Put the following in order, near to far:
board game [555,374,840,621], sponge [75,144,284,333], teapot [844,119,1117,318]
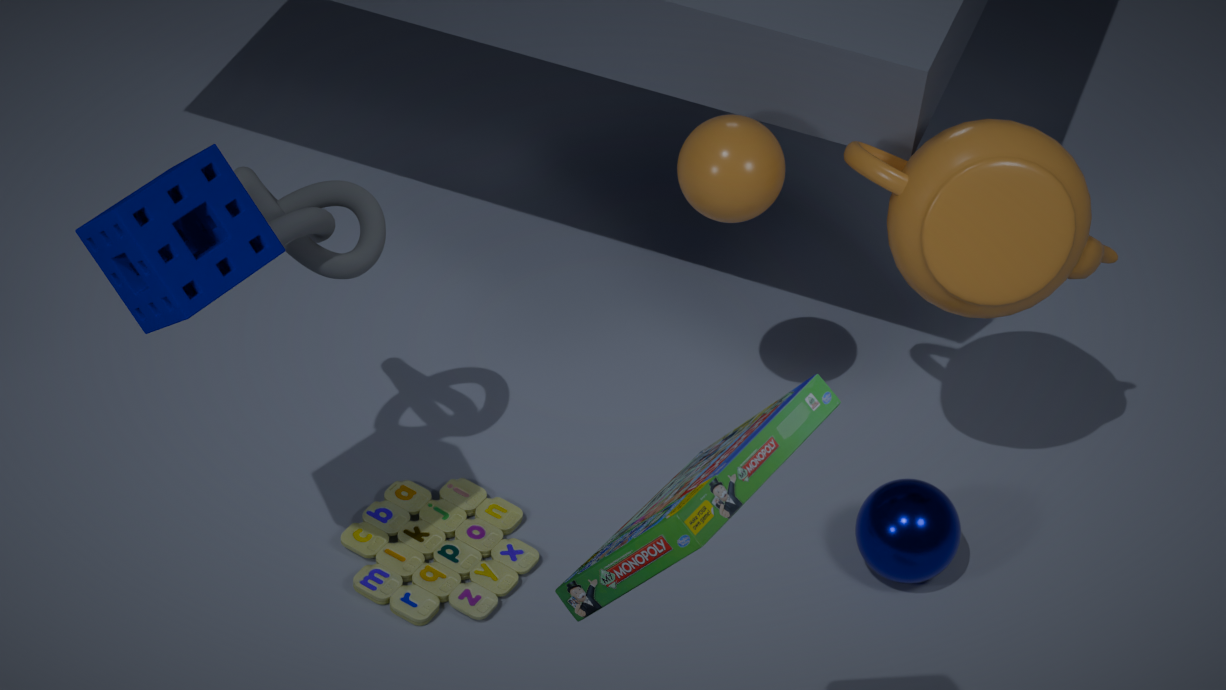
board game [555,374,840,621] → sponge [75,144,284,333] → teapot [844,119,1117,318]
